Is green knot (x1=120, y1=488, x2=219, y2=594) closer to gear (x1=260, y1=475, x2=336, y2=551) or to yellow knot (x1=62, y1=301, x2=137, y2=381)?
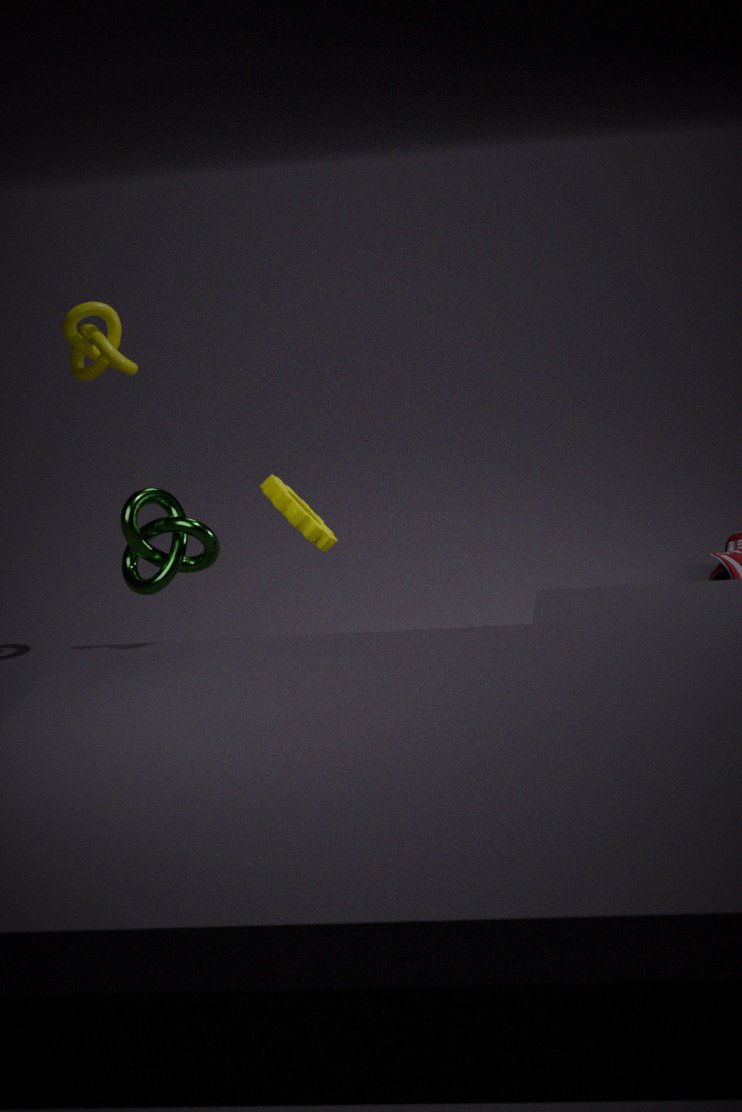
gear (x1=260, y1=475, x2=336, y2=551)
